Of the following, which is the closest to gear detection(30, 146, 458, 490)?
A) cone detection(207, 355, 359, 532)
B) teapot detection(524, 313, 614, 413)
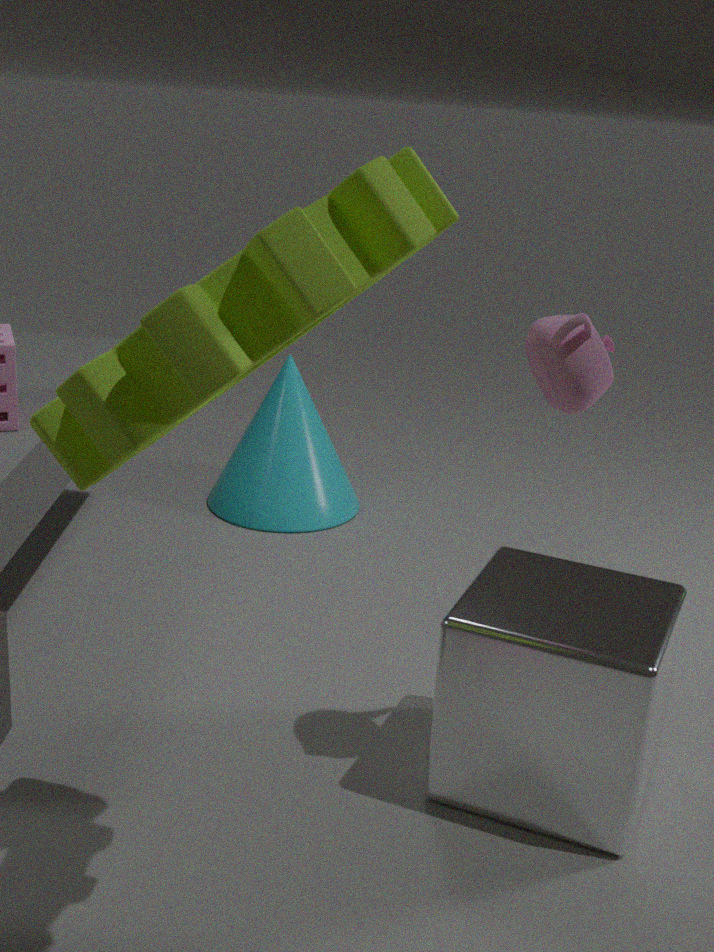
teapot detection(524, 313, 614, 413)
